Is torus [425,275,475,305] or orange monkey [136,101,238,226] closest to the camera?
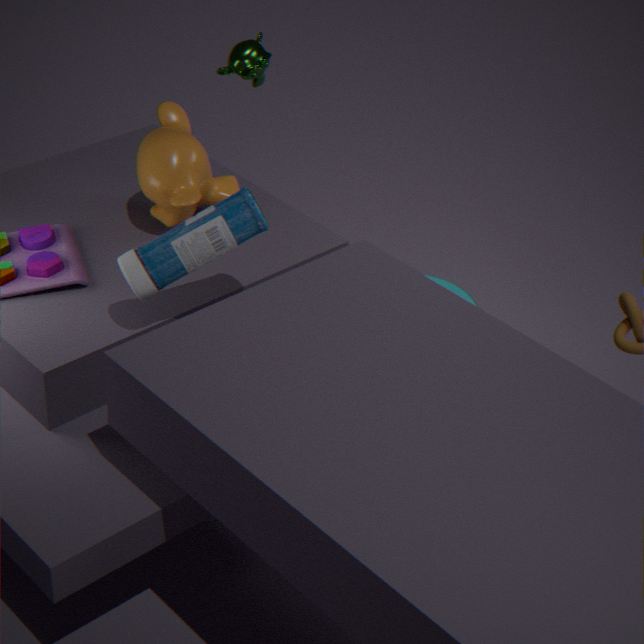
orange monkey [136,101,238,226]
